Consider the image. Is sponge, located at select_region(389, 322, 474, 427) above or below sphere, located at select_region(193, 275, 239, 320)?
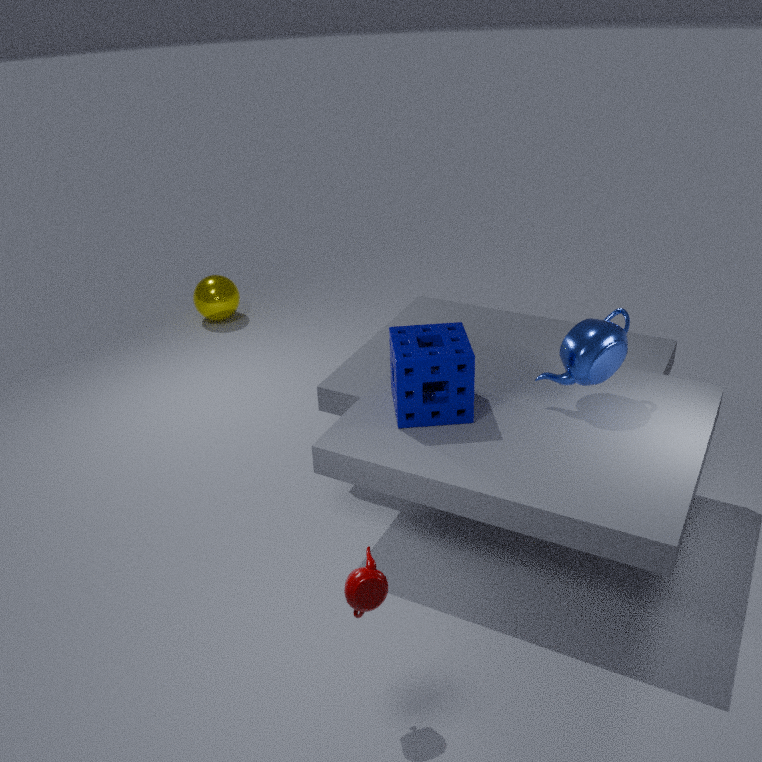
above
